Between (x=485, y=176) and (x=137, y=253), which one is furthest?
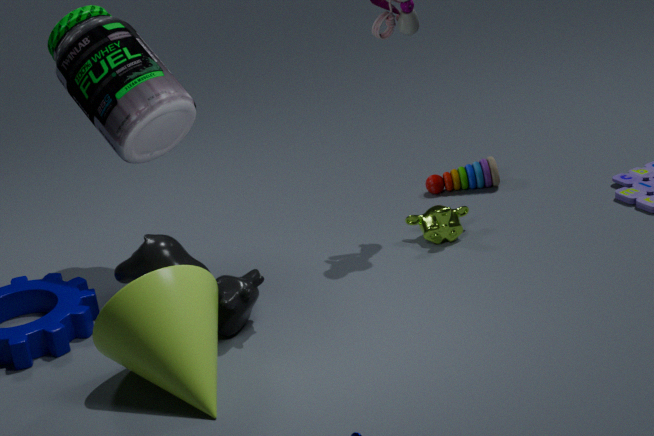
(x=485, y=176)
